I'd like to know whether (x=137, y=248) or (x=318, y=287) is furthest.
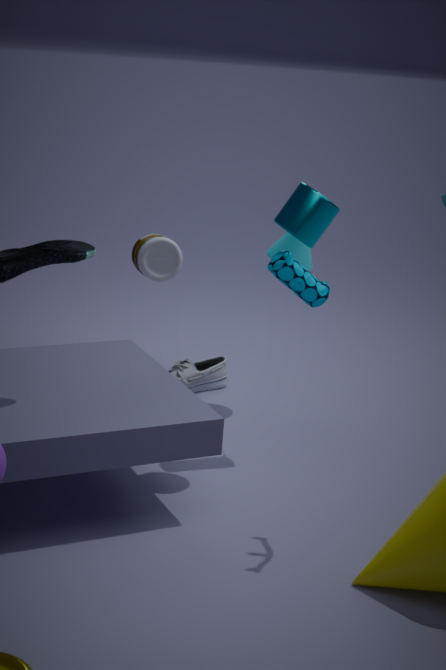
(x=137, y=248)
